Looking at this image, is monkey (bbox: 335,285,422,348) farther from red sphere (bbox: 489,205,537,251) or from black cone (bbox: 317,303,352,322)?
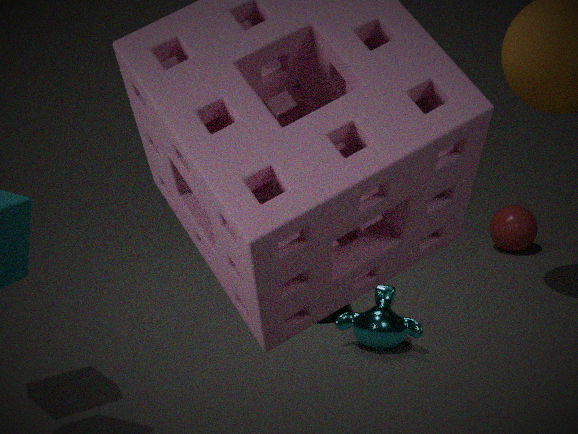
red sphere (bbox: 489,205,537,251)
